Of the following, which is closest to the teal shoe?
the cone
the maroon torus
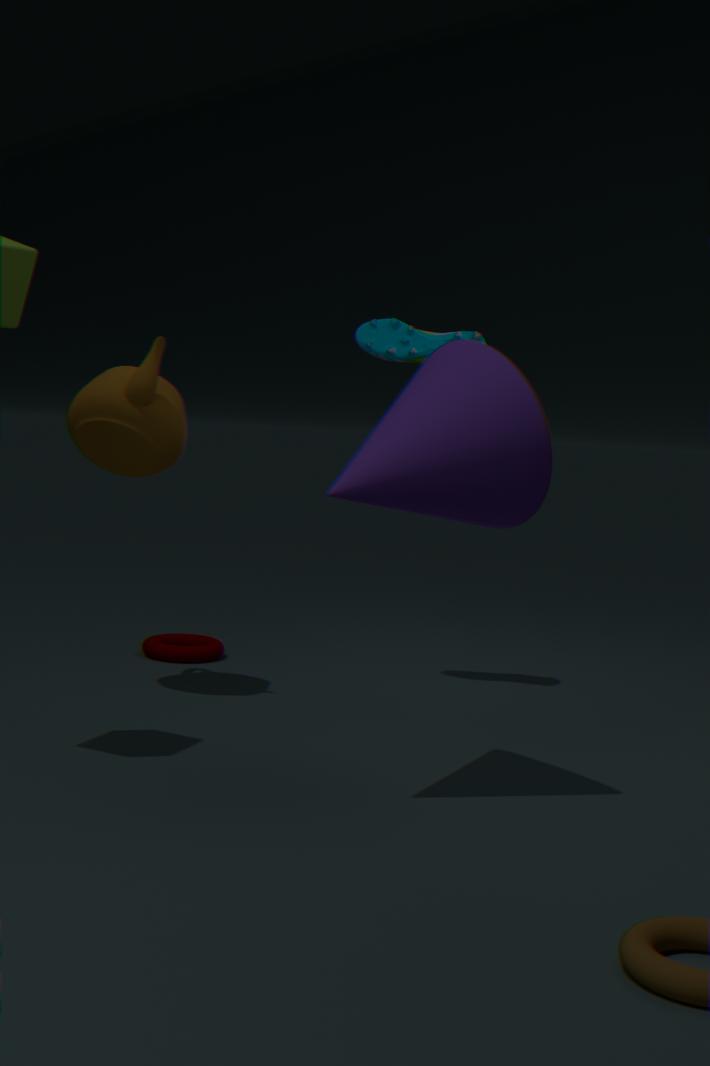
the cone
